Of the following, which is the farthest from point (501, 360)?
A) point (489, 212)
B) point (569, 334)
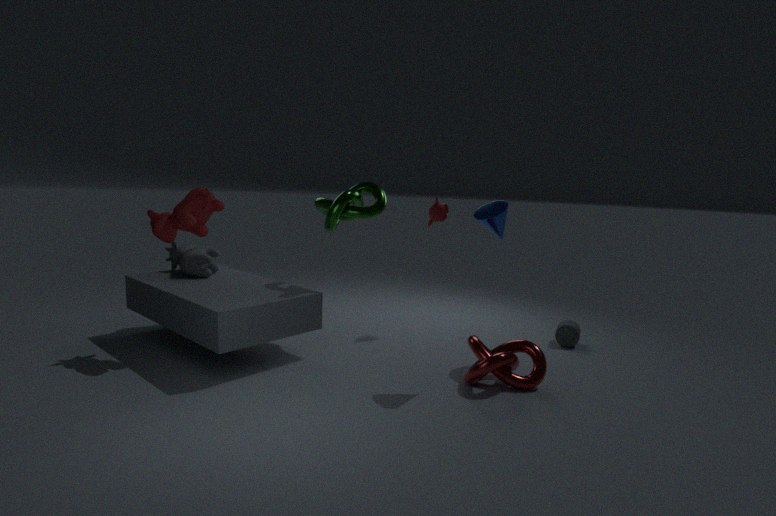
point (569, 334)
